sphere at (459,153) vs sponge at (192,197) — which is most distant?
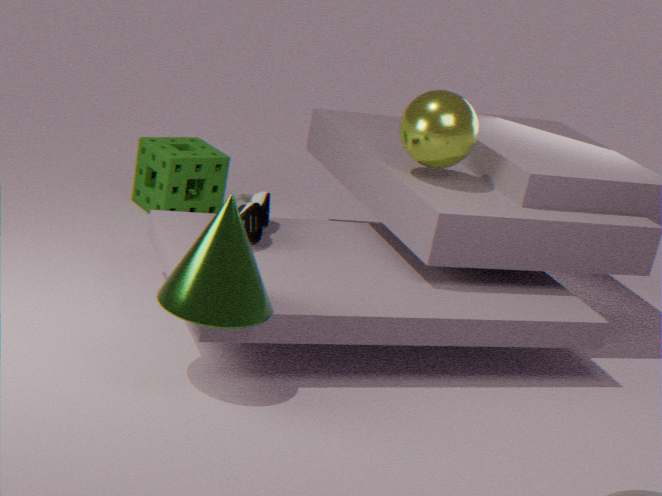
sponge at (192,197)
